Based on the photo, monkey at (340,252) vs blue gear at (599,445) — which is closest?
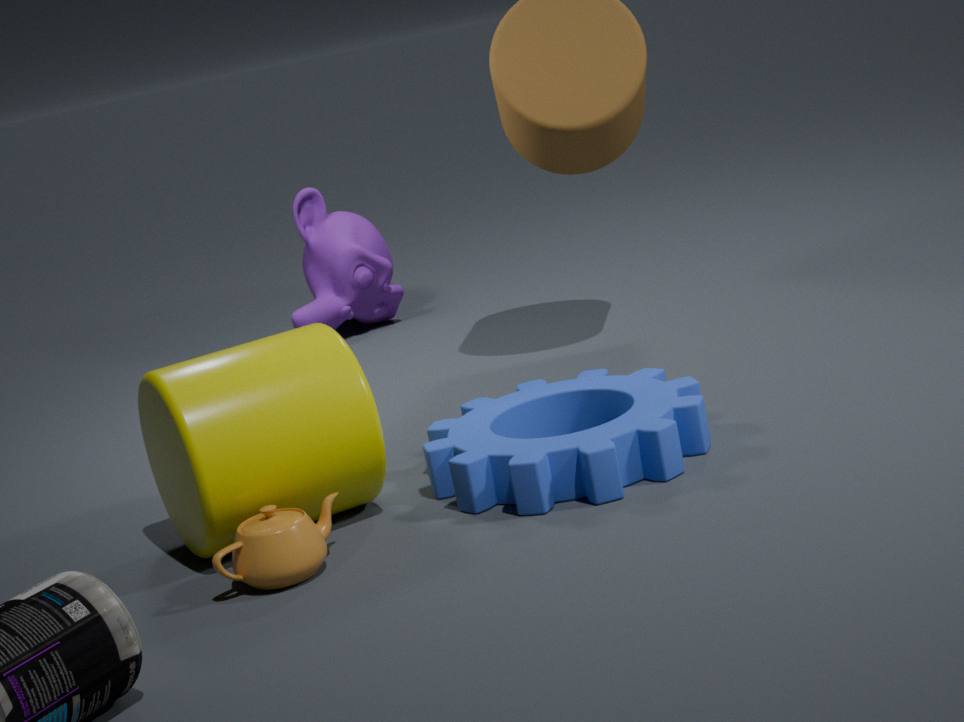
blue gear at (599,445)
